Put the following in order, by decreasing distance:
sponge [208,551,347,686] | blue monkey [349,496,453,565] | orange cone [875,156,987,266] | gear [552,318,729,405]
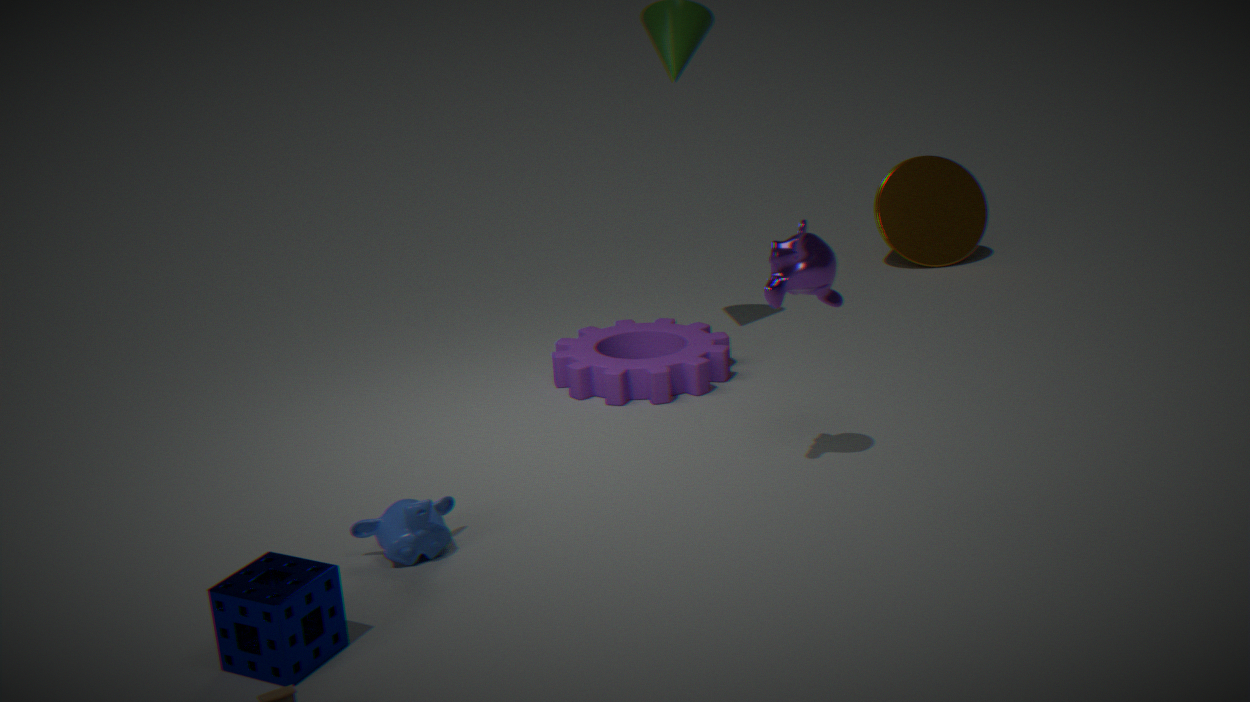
orange cone [875,156,987,266], gear [552,318,729,405], blue monkey [349,496,453,565], sponge [208,551,347,686]
